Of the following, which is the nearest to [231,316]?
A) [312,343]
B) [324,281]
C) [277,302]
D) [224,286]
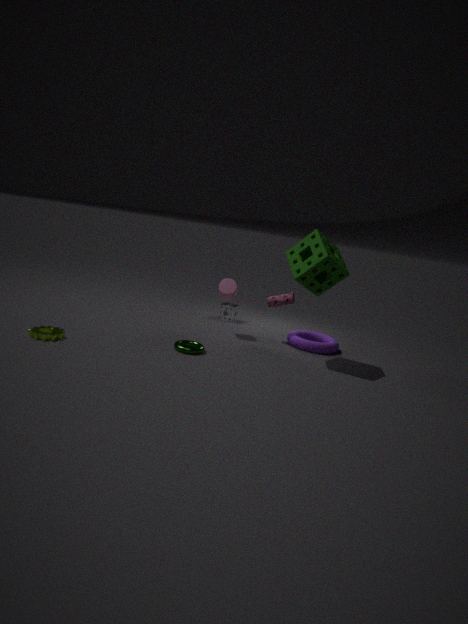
[224,286]
